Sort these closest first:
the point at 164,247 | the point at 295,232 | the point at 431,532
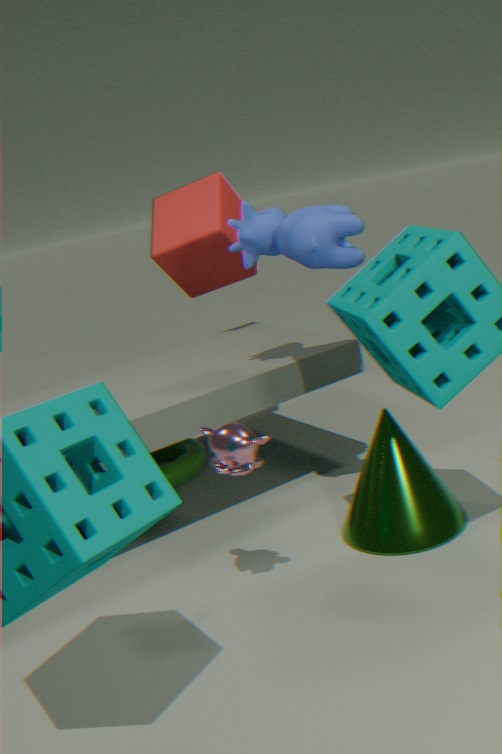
the point at 431,532, the point at 295,232, the point at 164,247
